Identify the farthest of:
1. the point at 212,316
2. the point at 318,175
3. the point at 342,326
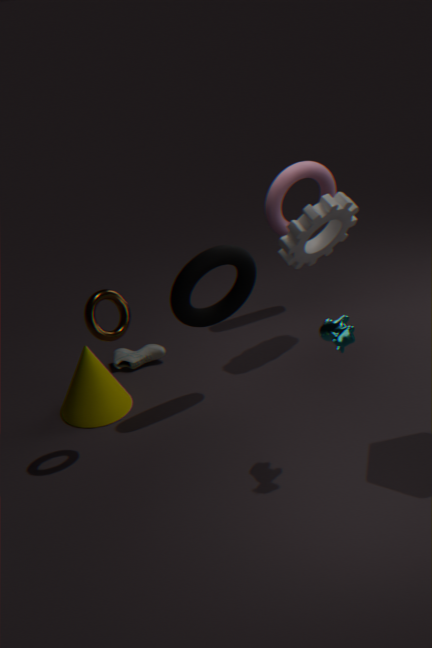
the point at 318,175
